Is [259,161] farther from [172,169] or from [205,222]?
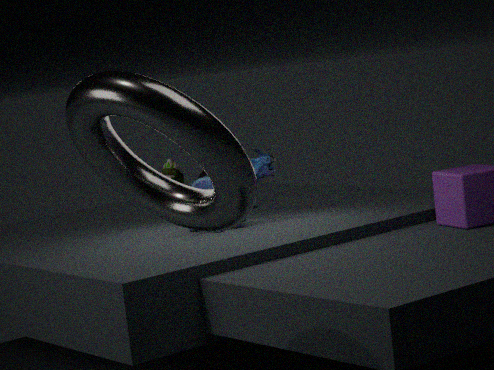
[205,222]
